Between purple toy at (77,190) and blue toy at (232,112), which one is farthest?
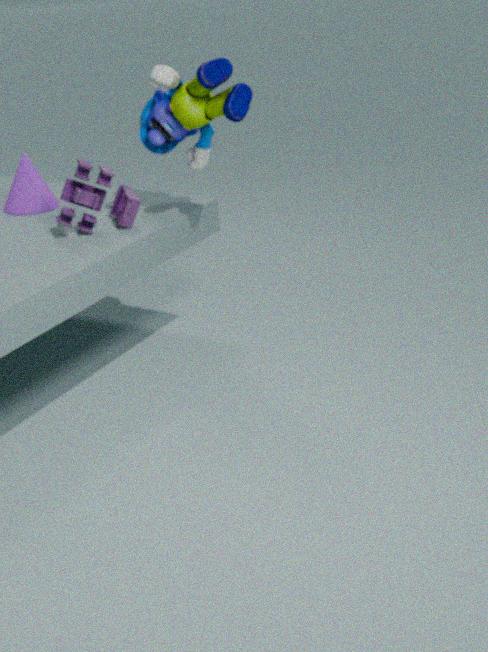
purple toy at (77,190)
